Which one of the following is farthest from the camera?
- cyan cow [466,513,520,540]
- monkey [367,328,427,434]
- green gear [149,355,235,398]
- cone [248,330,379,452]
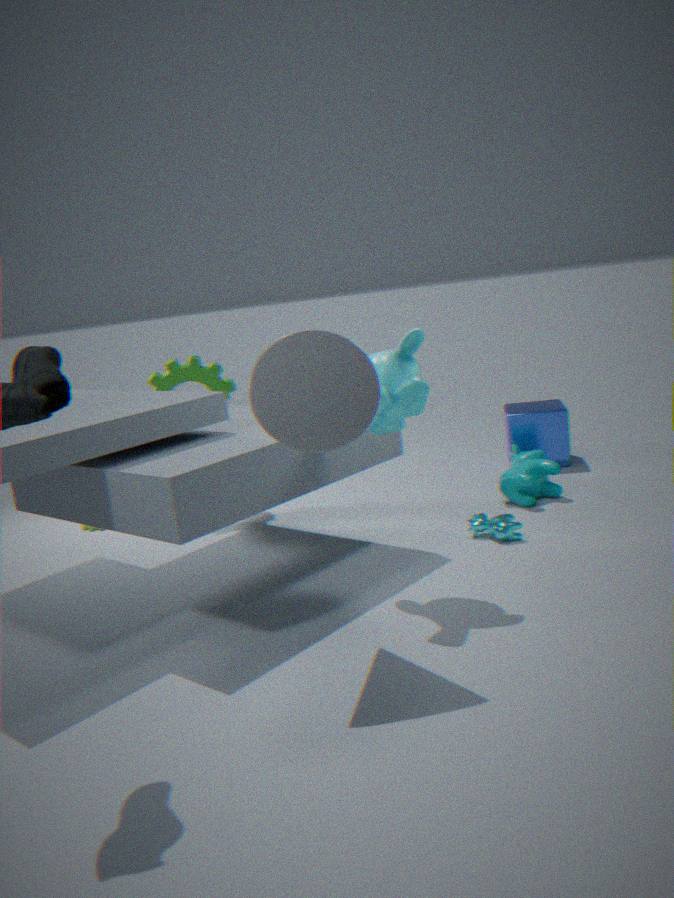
green gear [149,355,235,398]
